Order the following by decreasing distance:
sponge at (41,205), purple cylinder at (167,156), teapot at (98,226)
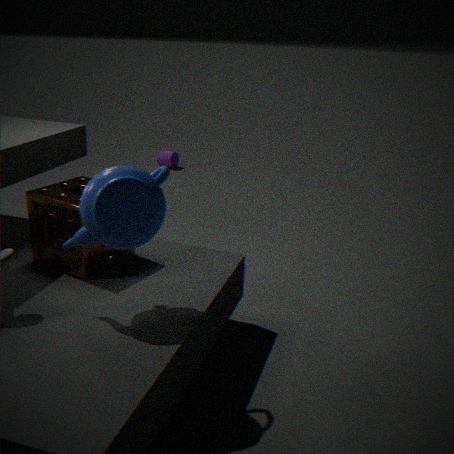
purple cylinder at (167,156)
sponge at (41,205)
teapot at (98,226)
